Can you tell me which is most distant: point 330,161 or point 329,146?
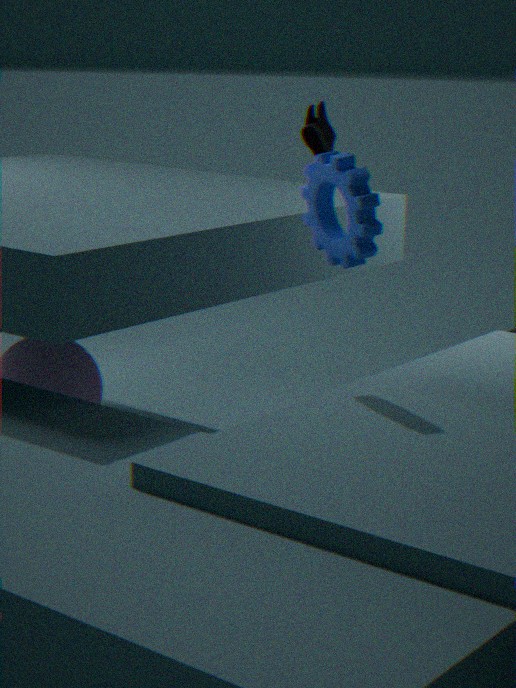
point 329,146
